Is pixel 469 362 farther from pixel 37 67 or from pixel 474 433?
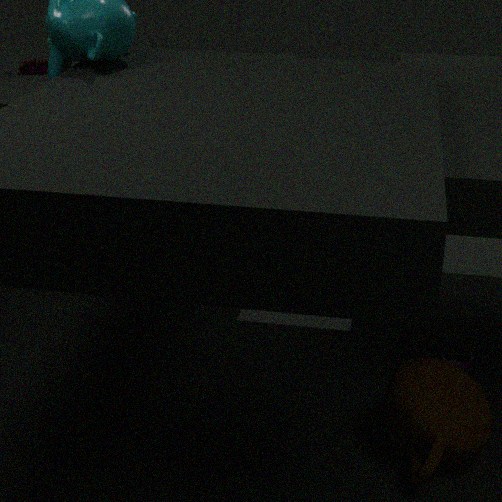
pixel 37 67
